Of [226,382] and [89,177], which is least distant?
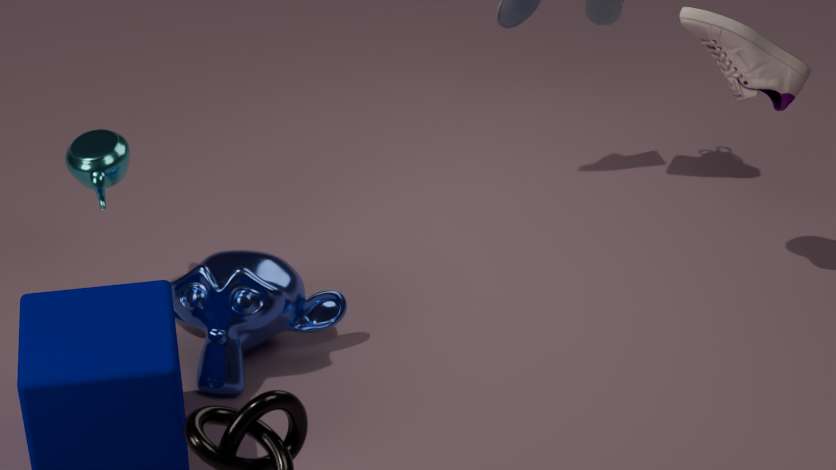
[226,382]
